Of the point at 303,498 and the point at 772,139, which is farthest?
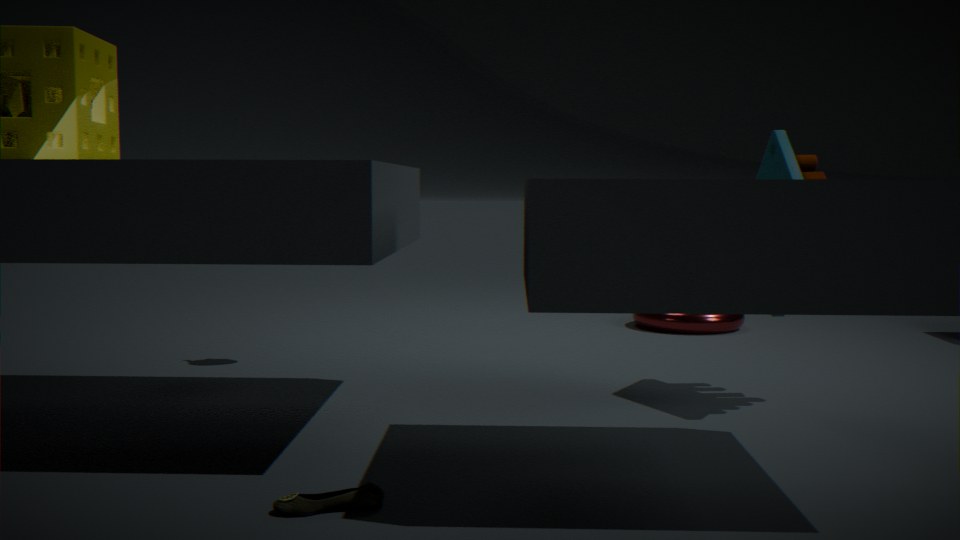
the point at 772,139
